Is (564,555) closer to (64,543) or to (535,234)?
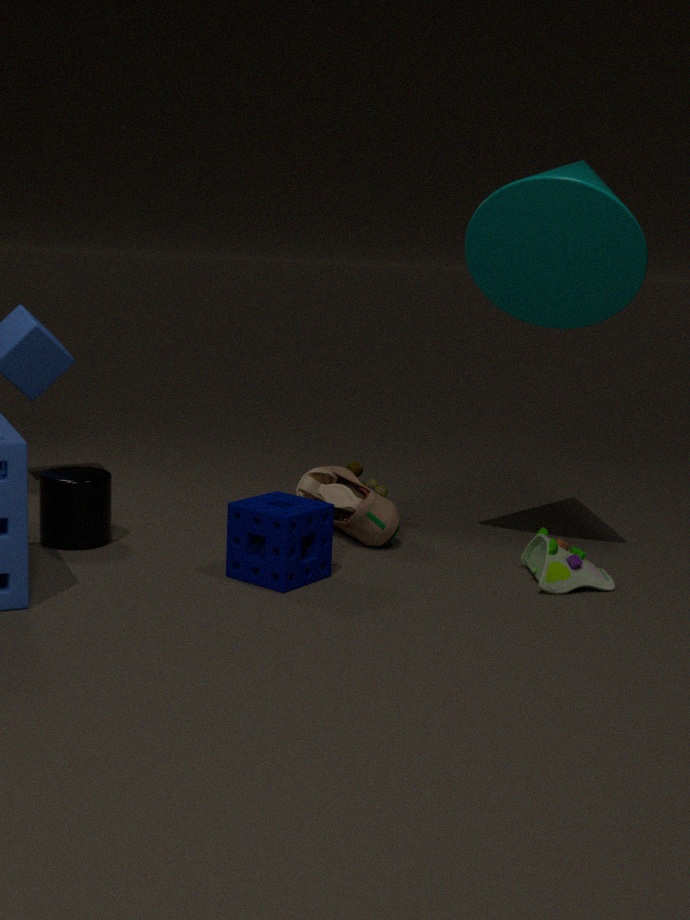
(535,234)
